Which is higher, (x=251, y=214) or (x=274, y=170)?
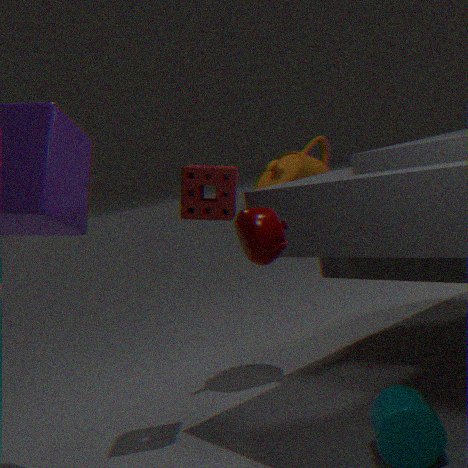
(x=274, y=170)
